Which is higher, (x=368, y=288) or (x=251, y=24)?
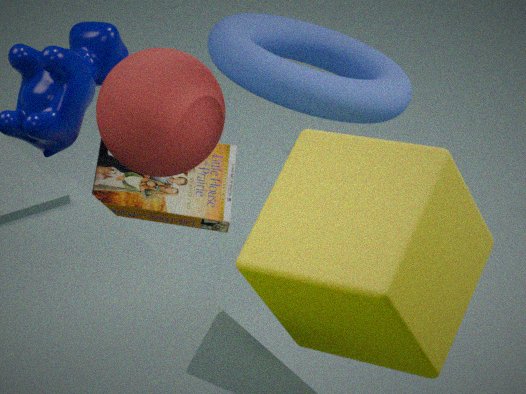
(x=251, y=24)
